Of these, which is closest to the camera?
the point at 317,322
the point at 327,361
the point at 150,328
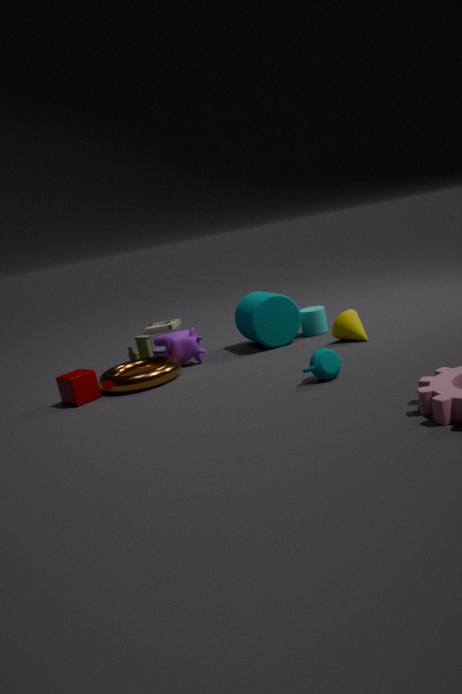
the point at 327,361
